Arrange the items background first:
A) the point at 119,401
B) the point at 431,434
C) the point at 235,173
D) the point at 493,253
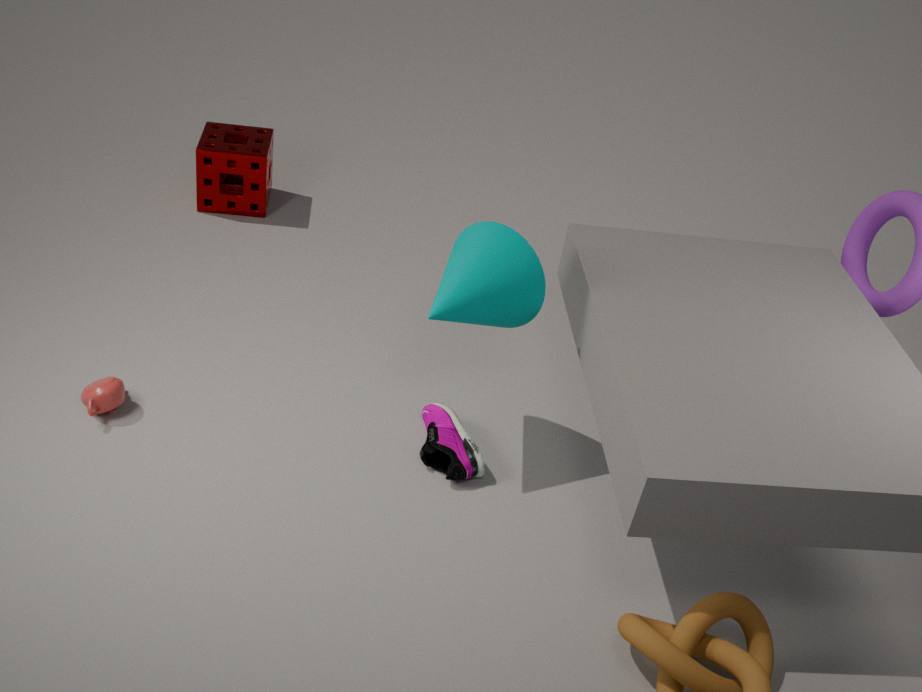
the point at 235,173, the point at 431,434, the point at 119,401, the point at 493,253
